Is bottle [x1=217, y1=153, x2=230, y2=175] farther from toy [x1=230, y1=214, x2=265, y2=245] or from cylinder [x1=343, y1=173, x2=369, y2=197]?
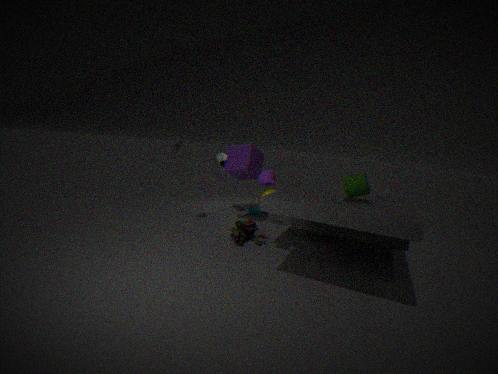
cylinder [x1=343, y1=173, x2=369, y2=197]
